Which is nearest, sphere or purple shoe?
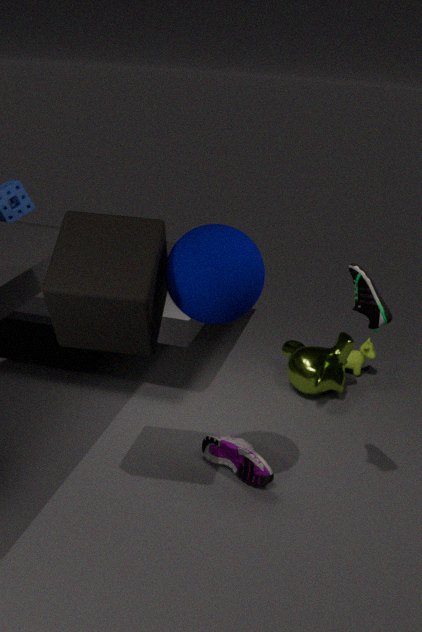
sphere
